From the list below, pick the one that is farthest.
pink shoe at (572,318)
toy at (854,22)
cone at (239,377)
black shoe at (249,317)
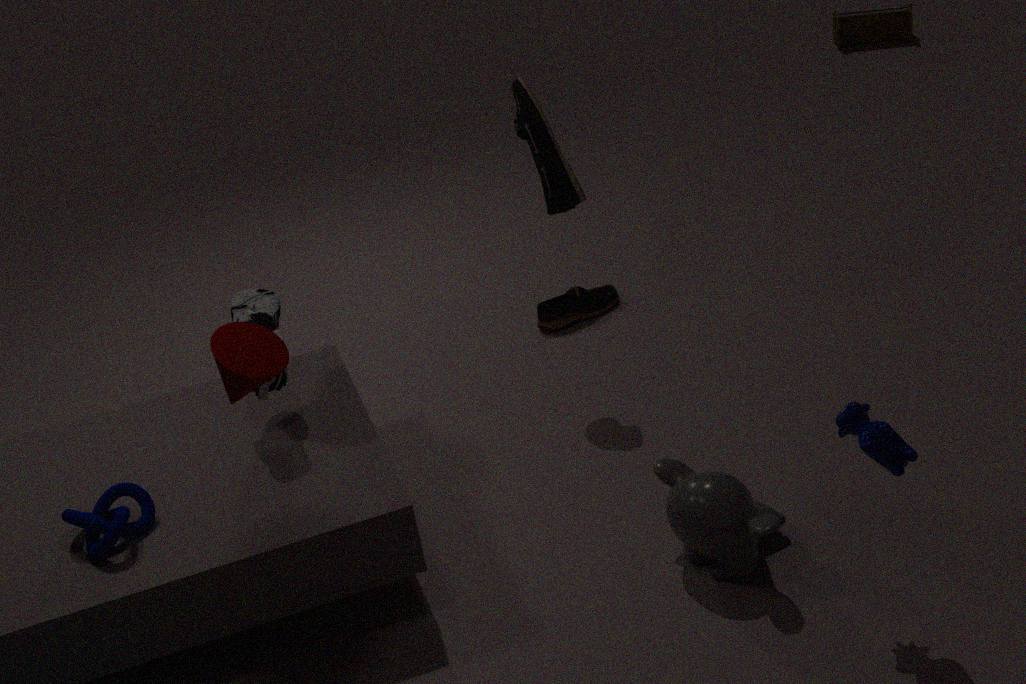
toy at (854,22)
